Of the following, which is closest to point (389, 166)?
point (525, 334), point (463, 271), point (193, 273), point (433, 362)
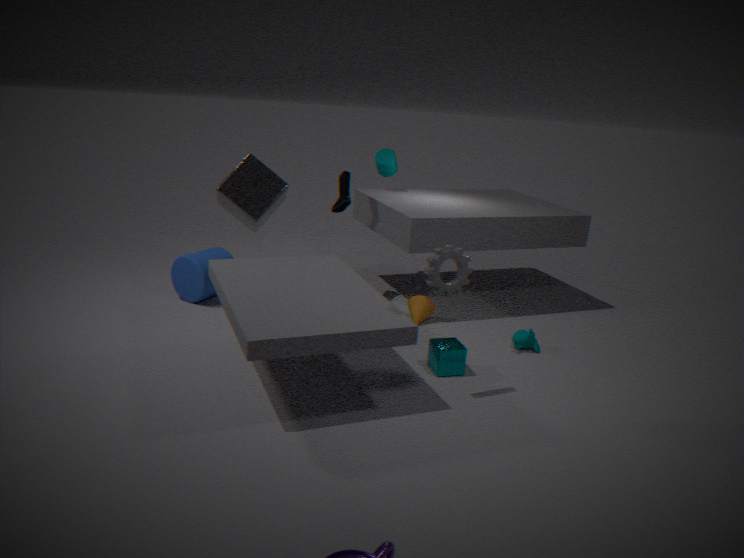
point (193, 273)
